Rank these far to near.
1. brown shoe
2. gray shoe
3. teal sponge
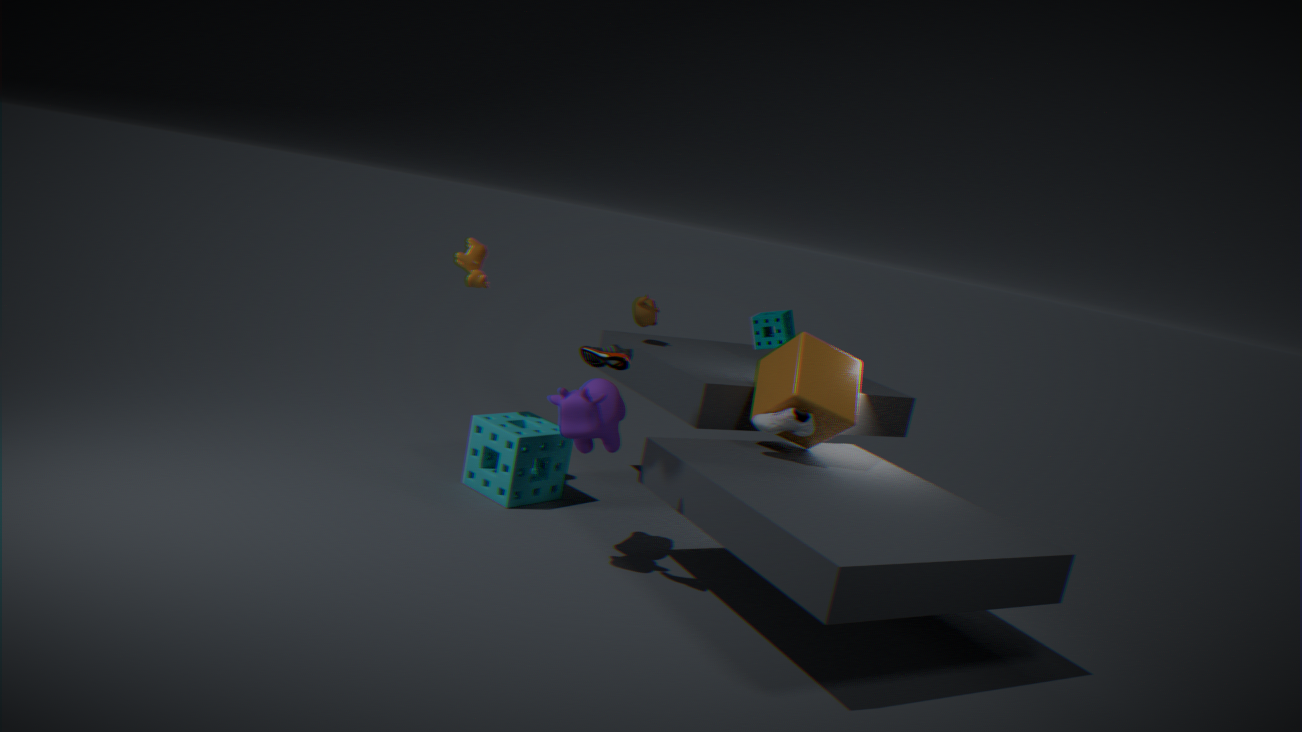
teal sponge → gray shoe → brown shoe
